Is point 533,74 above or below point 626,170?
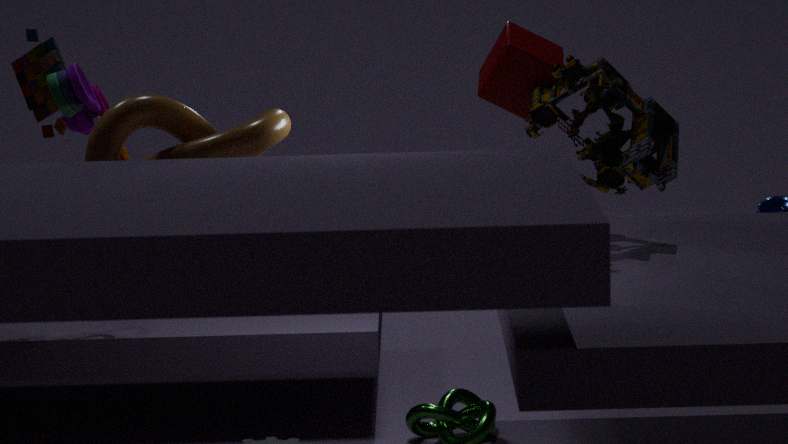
above
